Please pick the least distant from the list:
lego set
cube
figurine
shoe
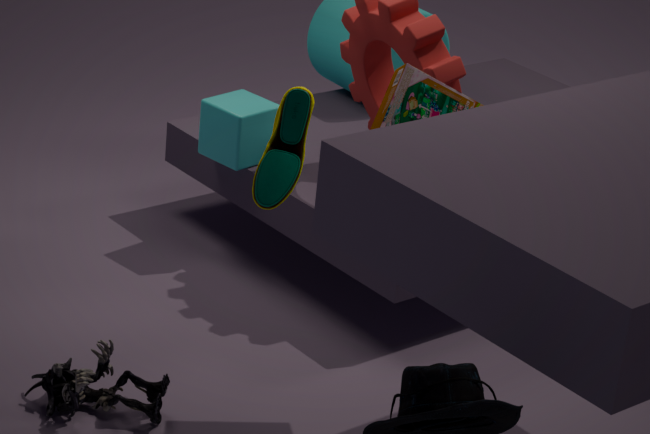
lego set
